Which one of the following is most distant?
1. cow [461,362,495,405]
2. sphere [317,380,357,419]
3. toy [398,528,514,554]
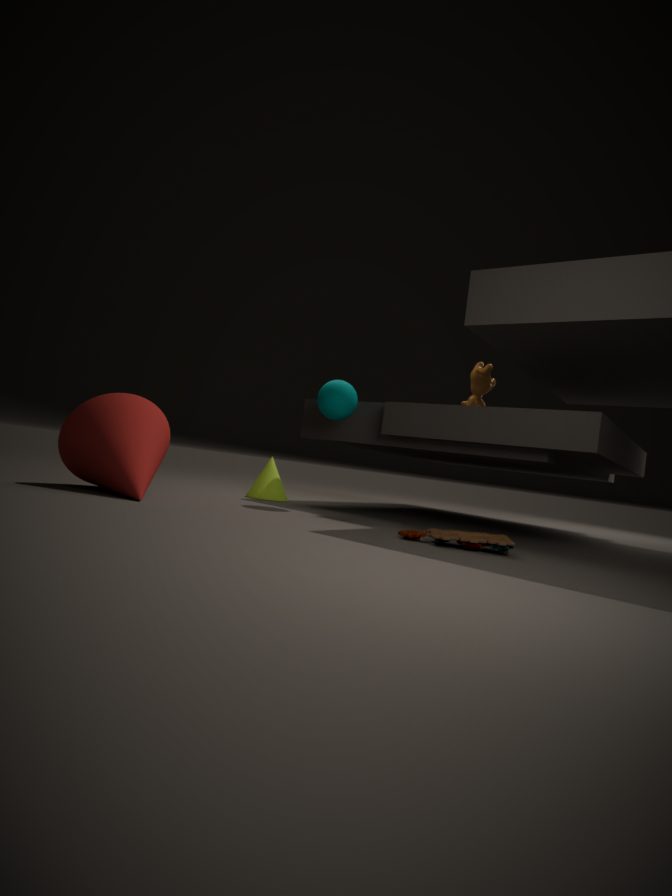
cow [461,362,495,405]
